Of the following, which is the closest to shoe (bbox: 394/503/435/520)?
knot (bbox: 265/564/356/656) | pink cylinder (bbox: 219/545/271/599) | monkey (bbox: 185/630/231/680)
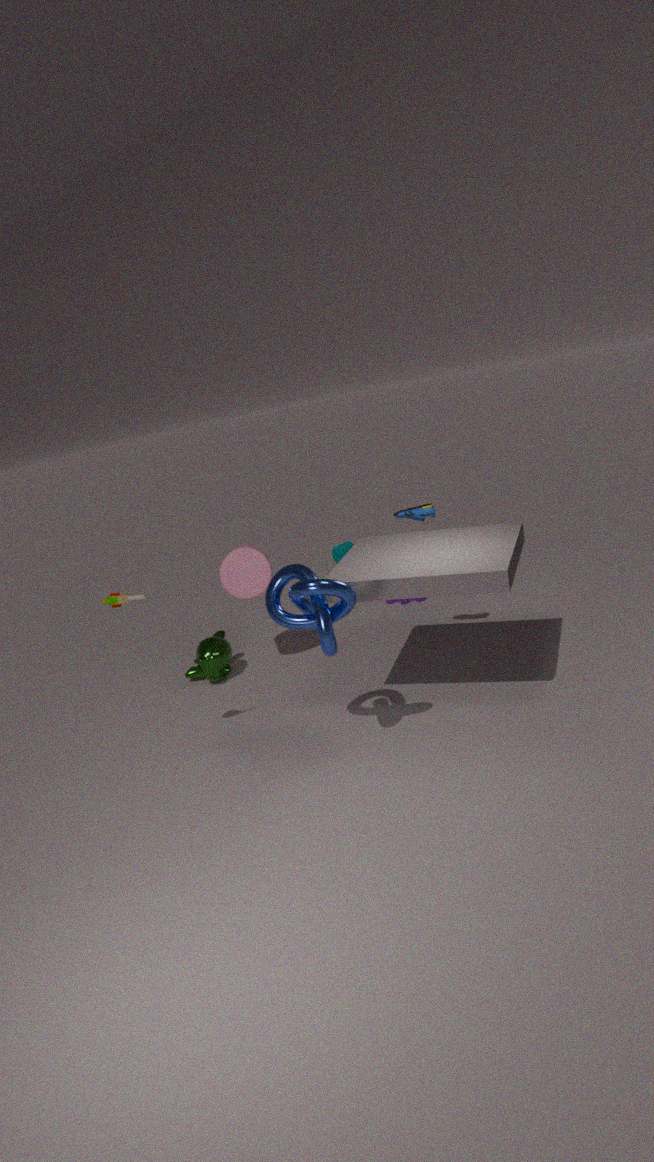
pink cylinder (bbox: 219/545/271/599)
